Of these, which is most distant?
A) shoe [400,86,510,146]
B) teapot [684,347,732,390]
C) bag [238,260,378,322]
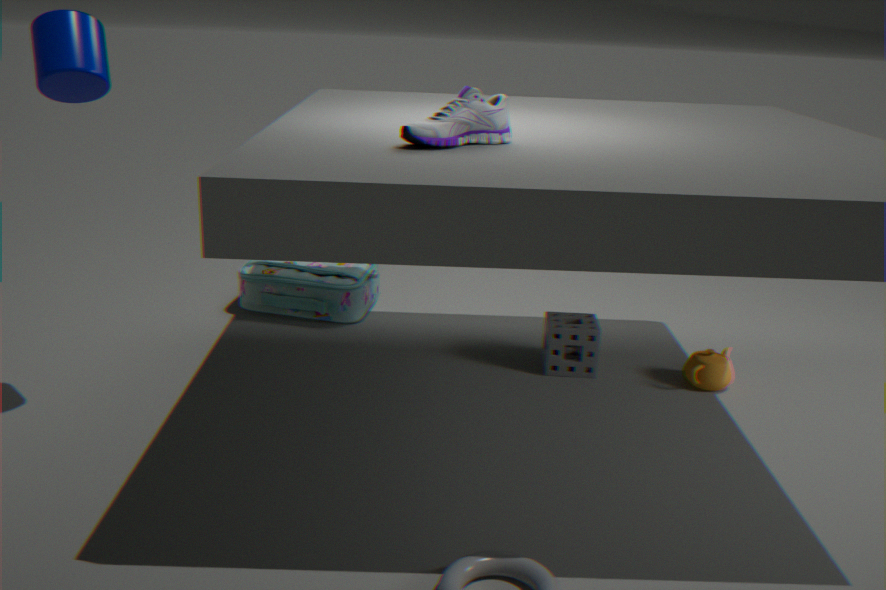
bag [238,260,378,322]
